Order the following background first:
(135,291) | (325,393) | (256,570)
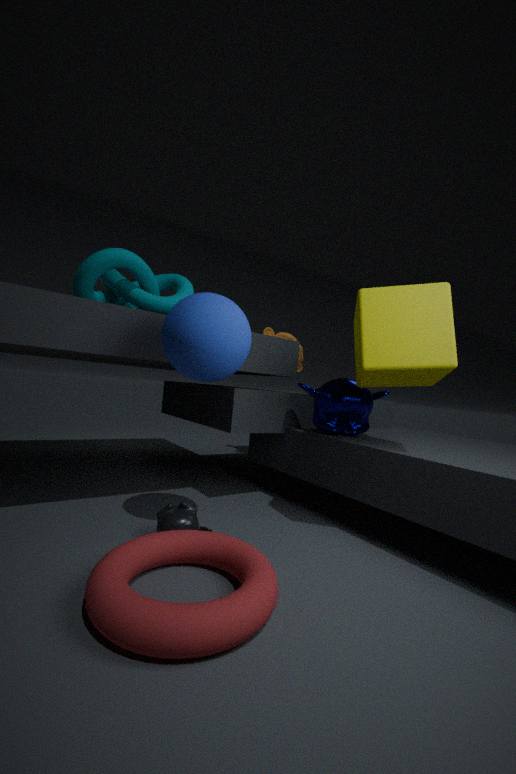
1. (325,393)
2. (135,291)
3. (256,570)
